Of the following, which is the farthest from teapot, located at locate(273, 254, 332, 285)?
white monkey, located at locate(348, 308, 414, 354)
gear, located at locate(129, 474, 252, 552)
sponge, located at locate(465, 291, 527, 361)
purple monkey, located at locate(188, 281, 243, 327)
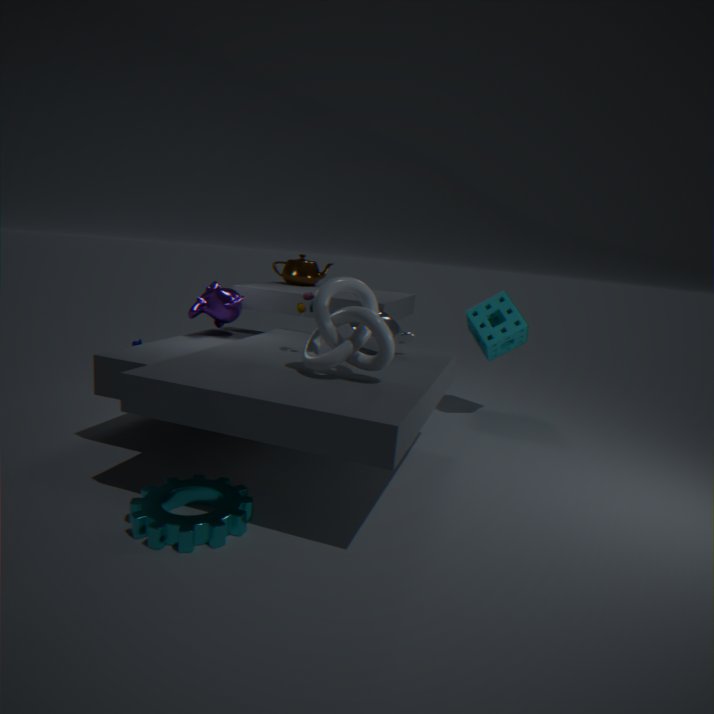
gear, located at locate(129, 474, 252, 552)
